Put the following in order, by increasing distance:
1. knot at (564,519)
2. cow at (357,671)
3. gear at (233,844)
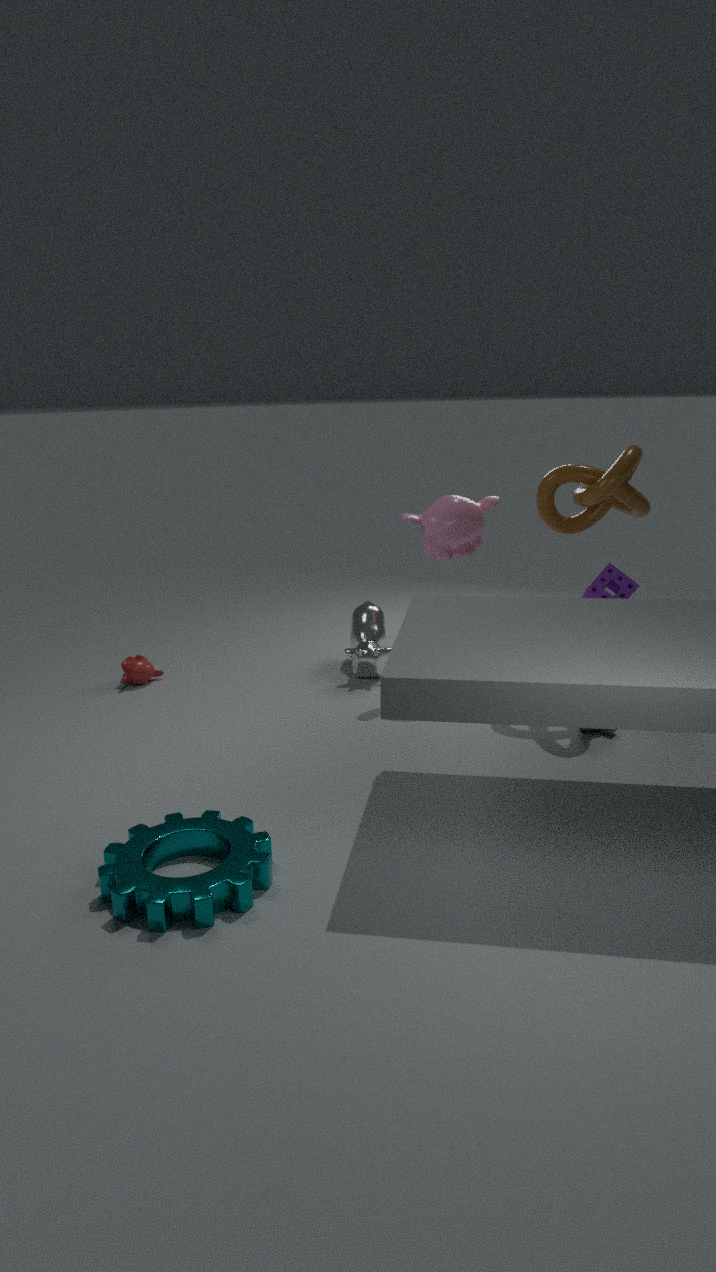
gear at (233,844) → knot at (564,519) → cow at (357,671)
